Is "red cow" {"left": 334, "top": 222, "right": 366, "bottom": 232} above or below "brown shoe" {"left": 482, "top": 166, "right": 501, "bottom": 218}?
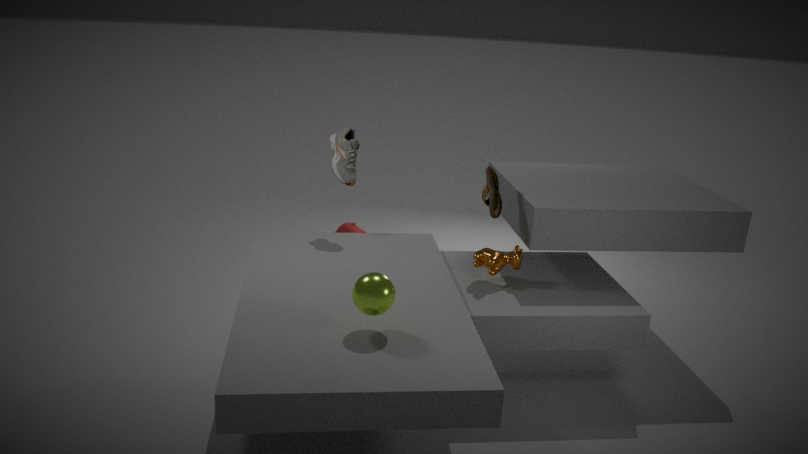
below
